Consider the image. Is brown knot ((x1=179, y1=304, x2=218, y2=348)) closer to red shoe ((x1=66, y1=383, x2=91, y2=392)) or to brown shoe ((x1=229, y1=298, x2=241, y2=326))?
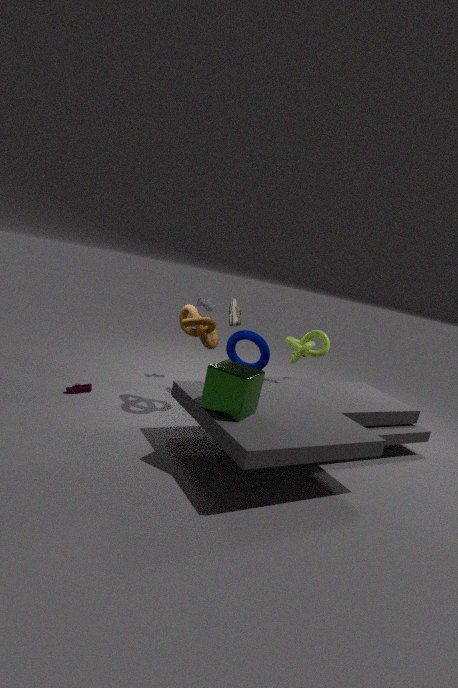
brown shoe ((x1=229, y1=298, x2=241, y2=326))
